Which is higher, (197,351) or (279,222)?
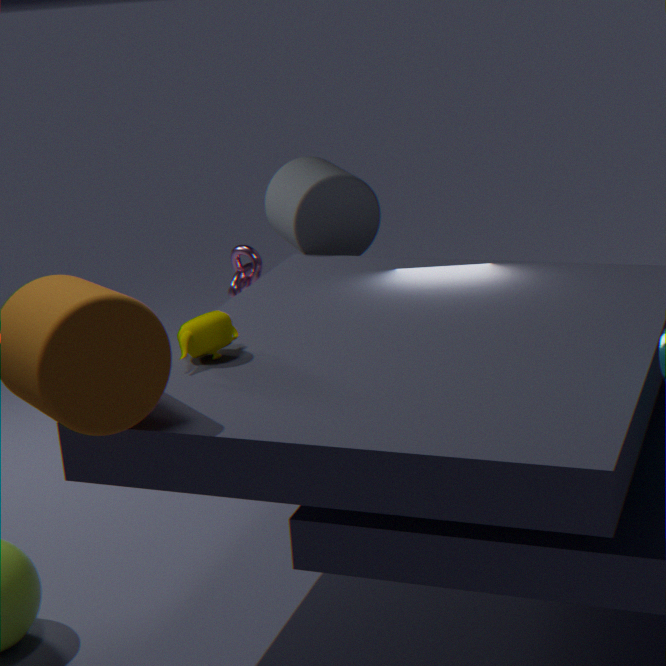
(279,222)
